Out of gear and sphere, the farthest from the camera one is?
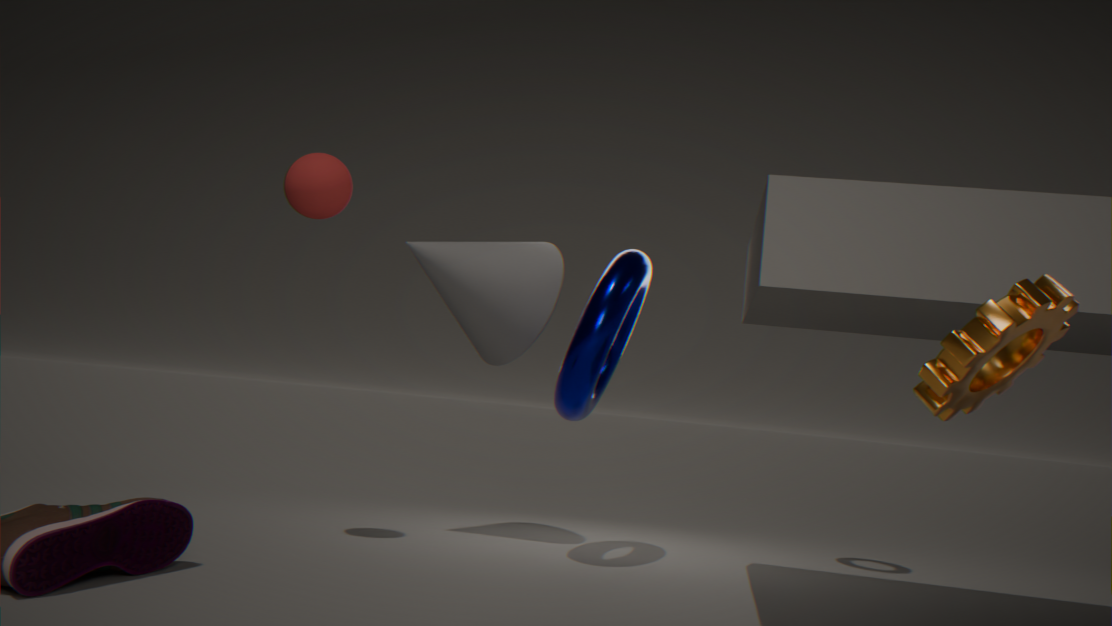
sphere
